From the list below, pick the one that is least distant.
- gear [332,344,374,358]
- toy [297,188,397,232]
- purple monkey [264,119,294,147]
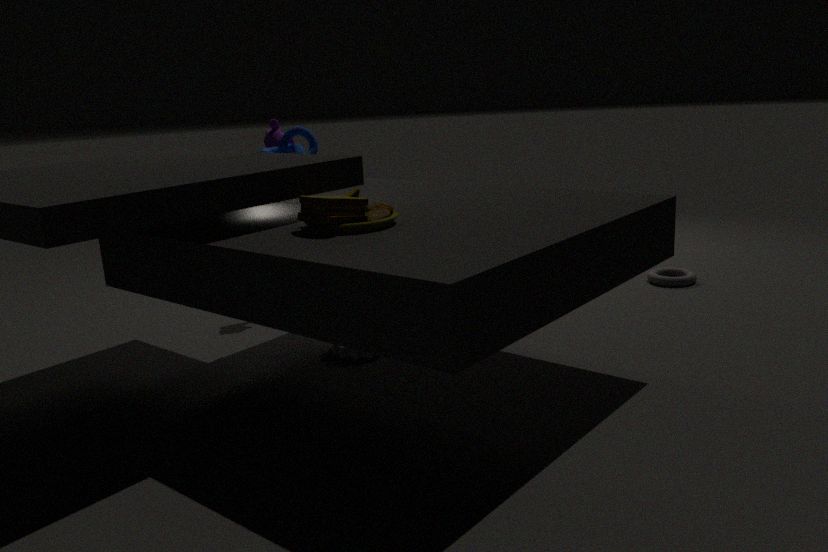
toy [297,188,397,232]
